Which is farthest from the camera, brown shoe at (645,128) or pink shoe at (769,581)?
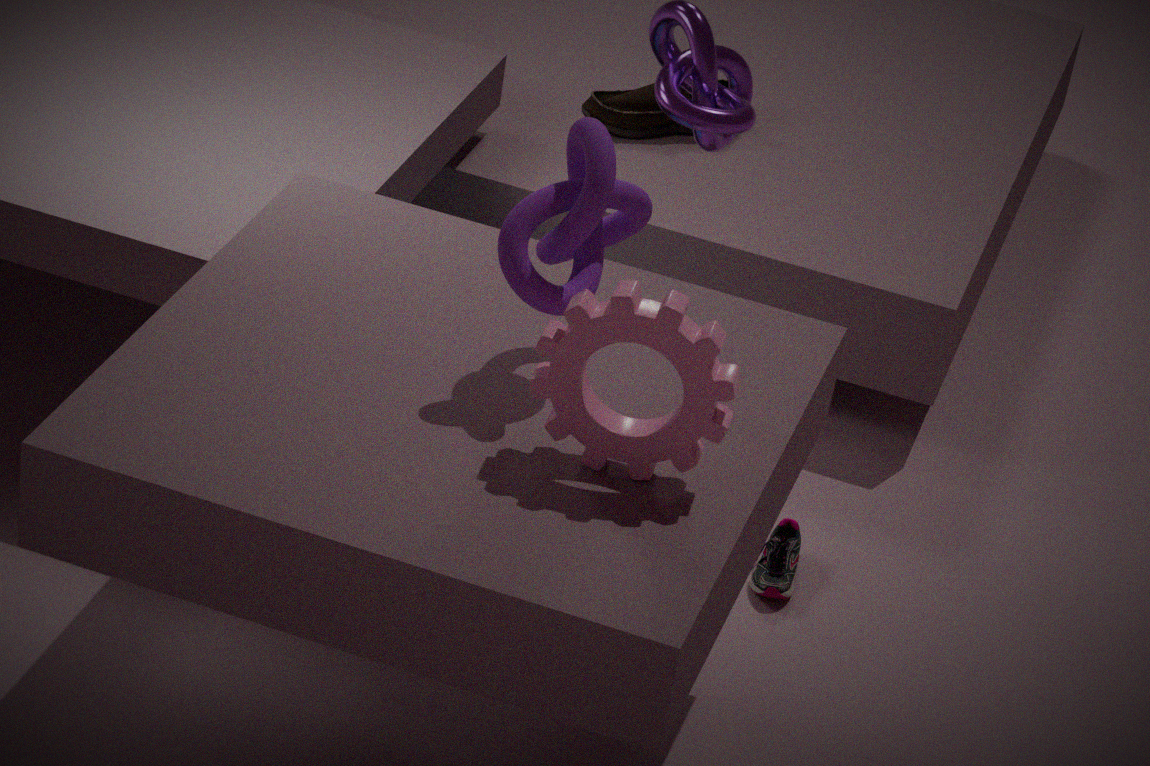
brown shoe at (645,128)
